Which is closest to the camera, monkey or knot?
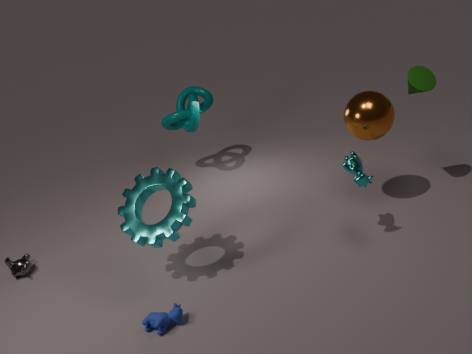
monkey
